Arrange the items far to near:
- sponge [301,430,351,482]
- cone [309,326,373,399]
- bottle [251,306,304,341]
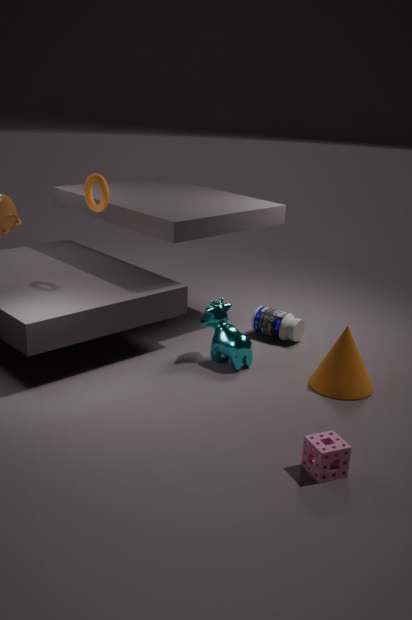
bottle [251,306,304,341] < cone [309,326,373,399] < sponge [301,430,351,482]
